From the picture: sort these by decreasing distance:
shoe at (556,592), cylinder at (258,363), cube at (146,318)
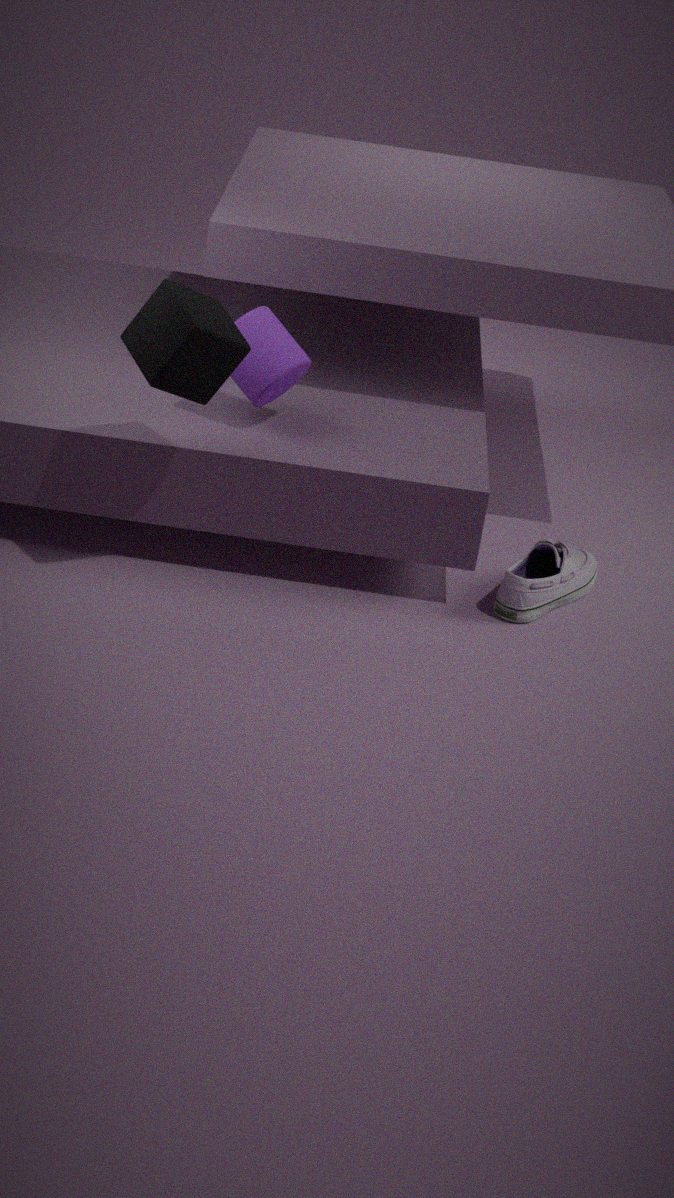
shoe at (556,592) → cylinder at (258,363) → cube at (146,318)
